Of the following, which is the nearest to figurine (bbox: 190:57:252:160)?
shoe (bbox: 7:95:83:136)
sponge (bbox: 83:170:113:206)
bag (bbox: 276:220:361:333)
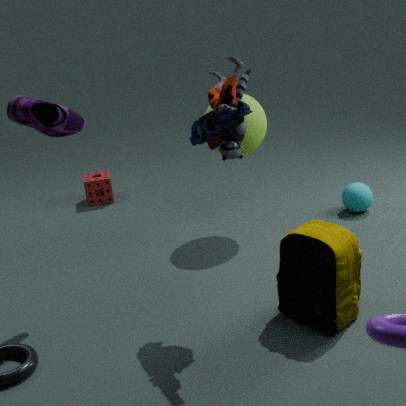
bag (bbox: 276:220:361:333)
